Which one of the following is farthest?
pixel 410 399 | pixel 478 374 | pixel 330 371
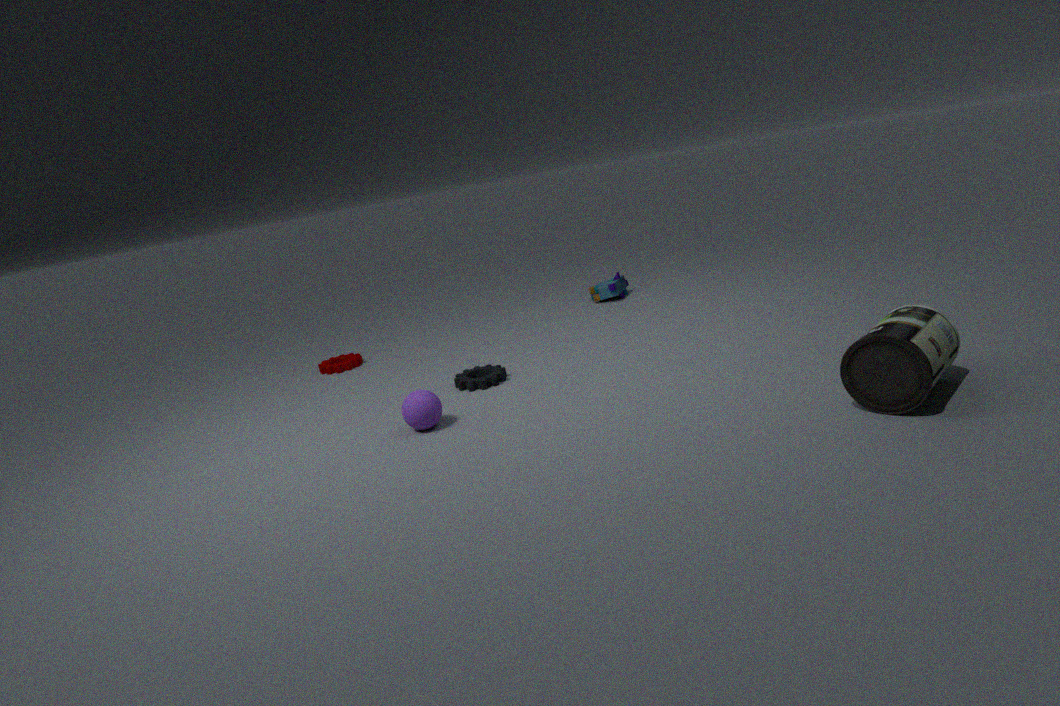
pixel 330 371
